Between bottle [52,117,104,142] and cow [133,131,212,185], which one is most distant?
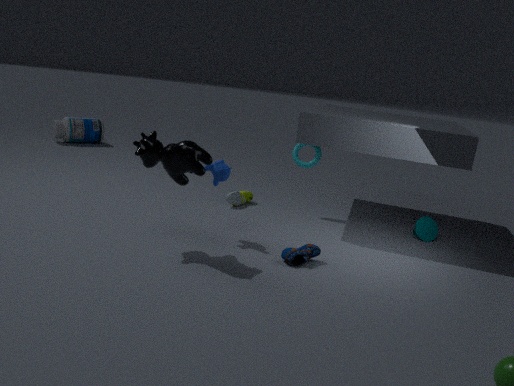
bottle [52,117,104,142]
